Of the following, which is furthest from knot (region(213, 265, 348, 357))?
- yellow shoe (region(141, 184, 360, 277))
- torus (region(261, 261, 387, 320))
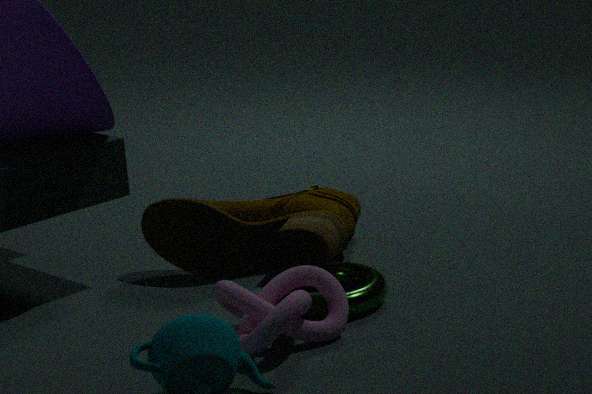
yellow shoe (region(141, 184, 360, 277))
